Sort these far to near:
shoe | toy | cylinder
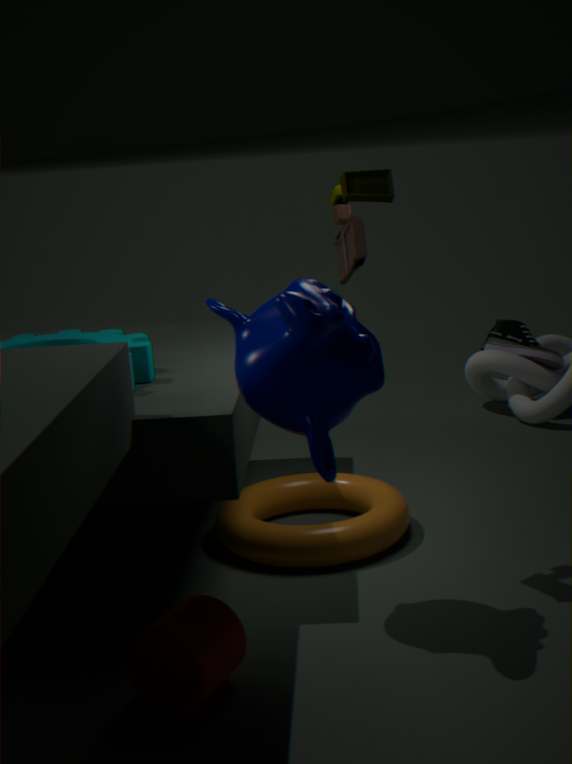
shoe → toy → cylinder
